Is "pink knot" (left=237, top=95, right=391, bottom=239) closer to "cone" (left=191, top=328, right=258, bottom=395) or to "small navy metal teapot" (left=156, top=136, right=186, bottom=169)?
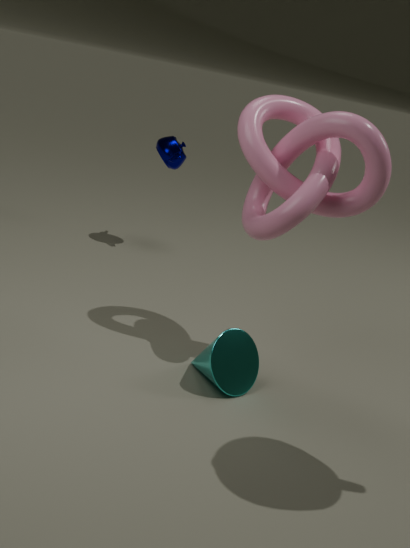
"cone" (left=191, top=328, right=258, bottom=395)
